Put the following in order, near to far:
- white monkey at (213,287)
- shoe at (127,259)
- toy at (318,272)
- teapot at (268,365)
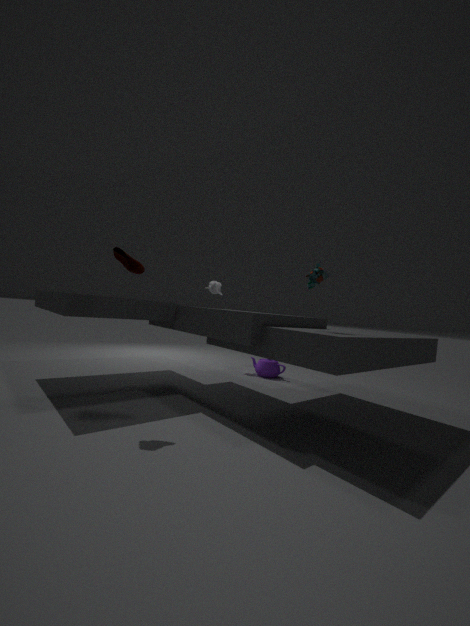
toy at (318,272) → shoe at (127,259) → white monkey at (213,287) → teapot at (268,365)
